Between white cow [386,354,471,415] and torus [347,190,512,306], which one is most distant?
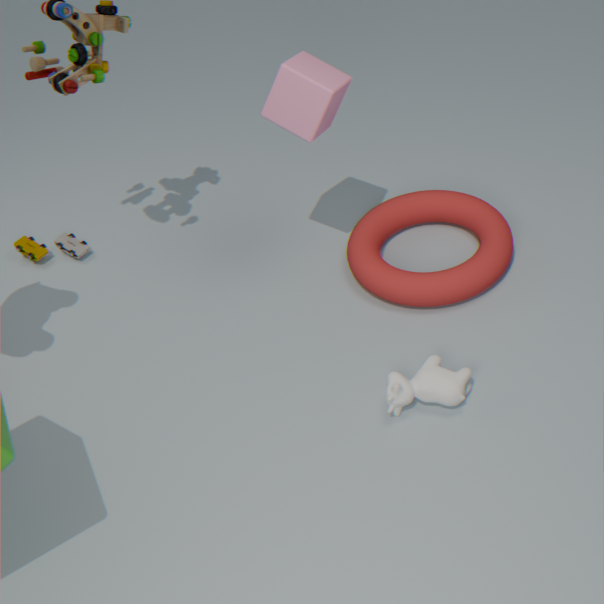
torus [347,190,512,306]
